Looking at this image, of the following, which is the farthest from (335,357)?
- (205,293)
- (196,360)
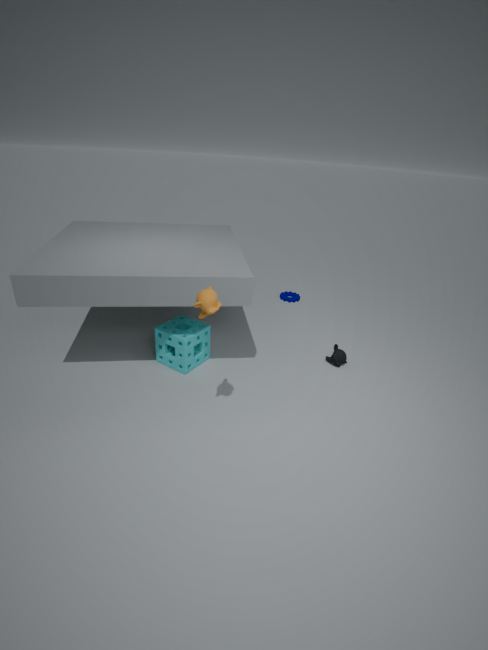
(205,293)
